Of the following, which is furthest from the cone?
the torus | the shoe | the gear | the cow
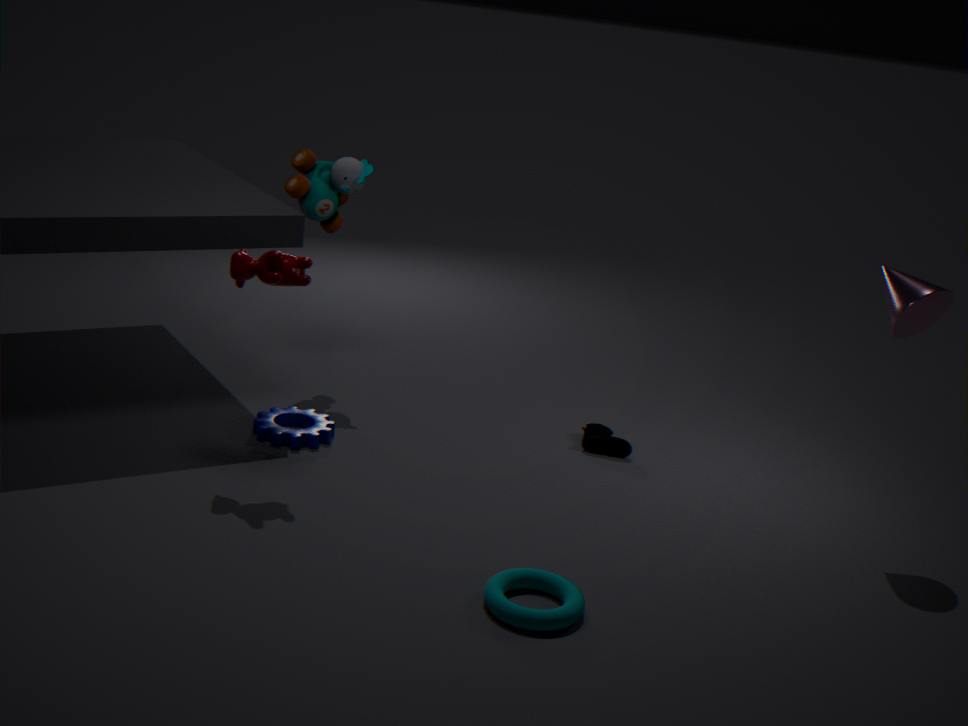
the gear
